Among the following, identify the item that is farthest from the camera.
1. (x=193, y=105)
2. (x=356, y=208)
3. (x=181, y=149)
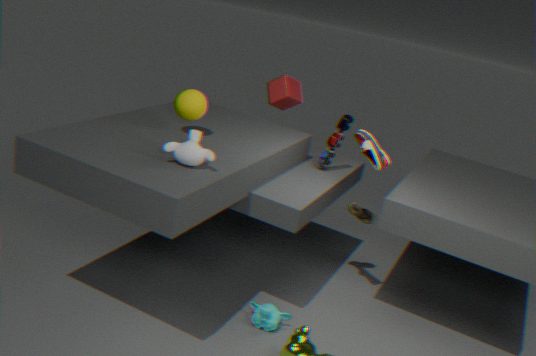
(x=356, y=208)
